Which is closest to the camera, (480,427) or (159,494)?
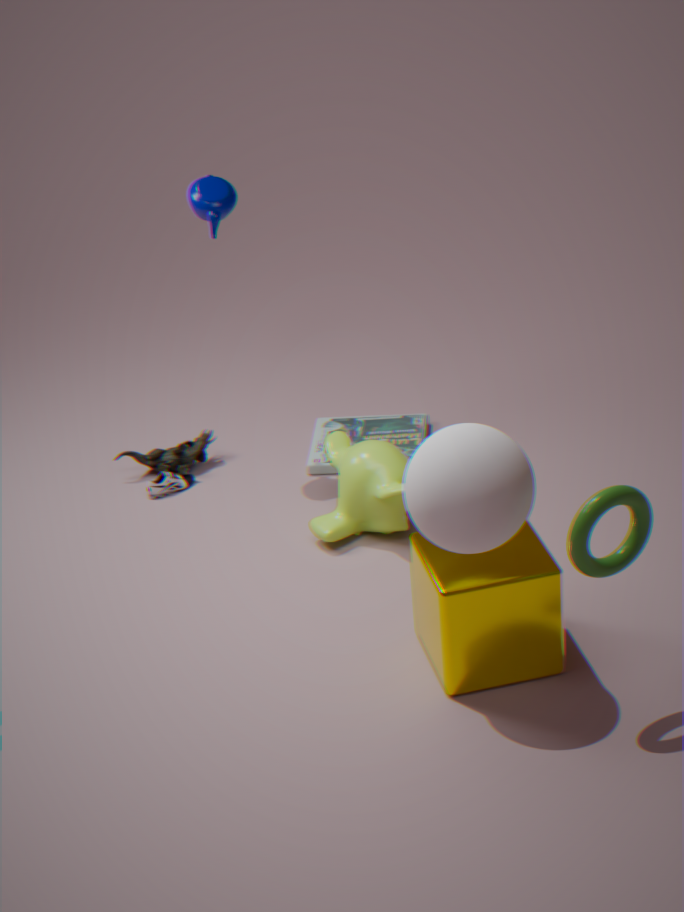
(480,427)
